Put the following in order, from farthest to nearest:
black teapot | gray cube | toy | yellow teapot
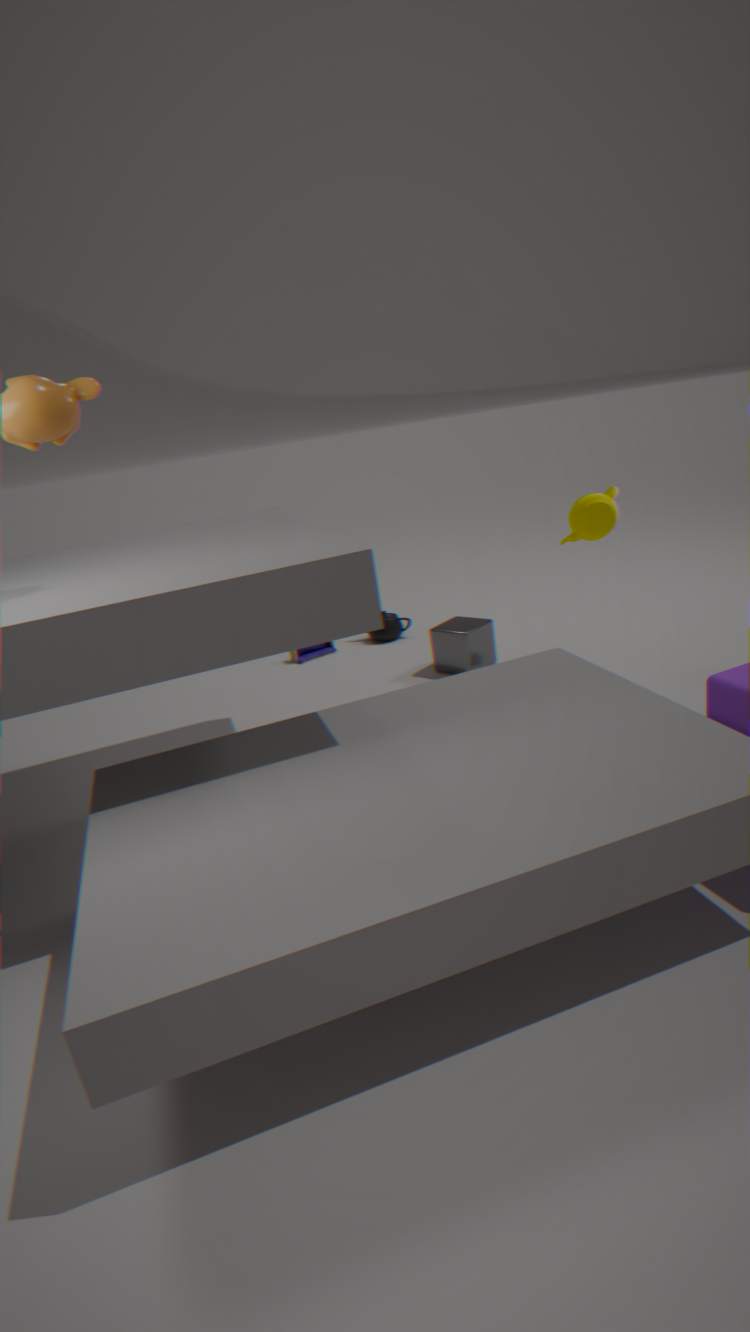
black teapot < toy < gray cube < yellow teapot
